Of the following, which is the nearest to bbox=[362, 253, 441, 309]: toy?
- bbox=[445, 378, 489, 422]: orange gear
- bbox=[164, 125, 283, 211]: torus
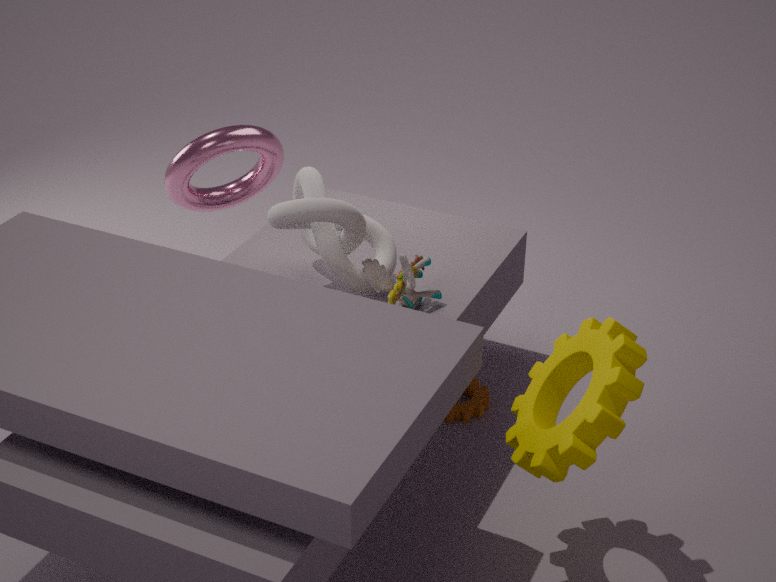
bbox=[445, 378, 489, 422]: orange gear
